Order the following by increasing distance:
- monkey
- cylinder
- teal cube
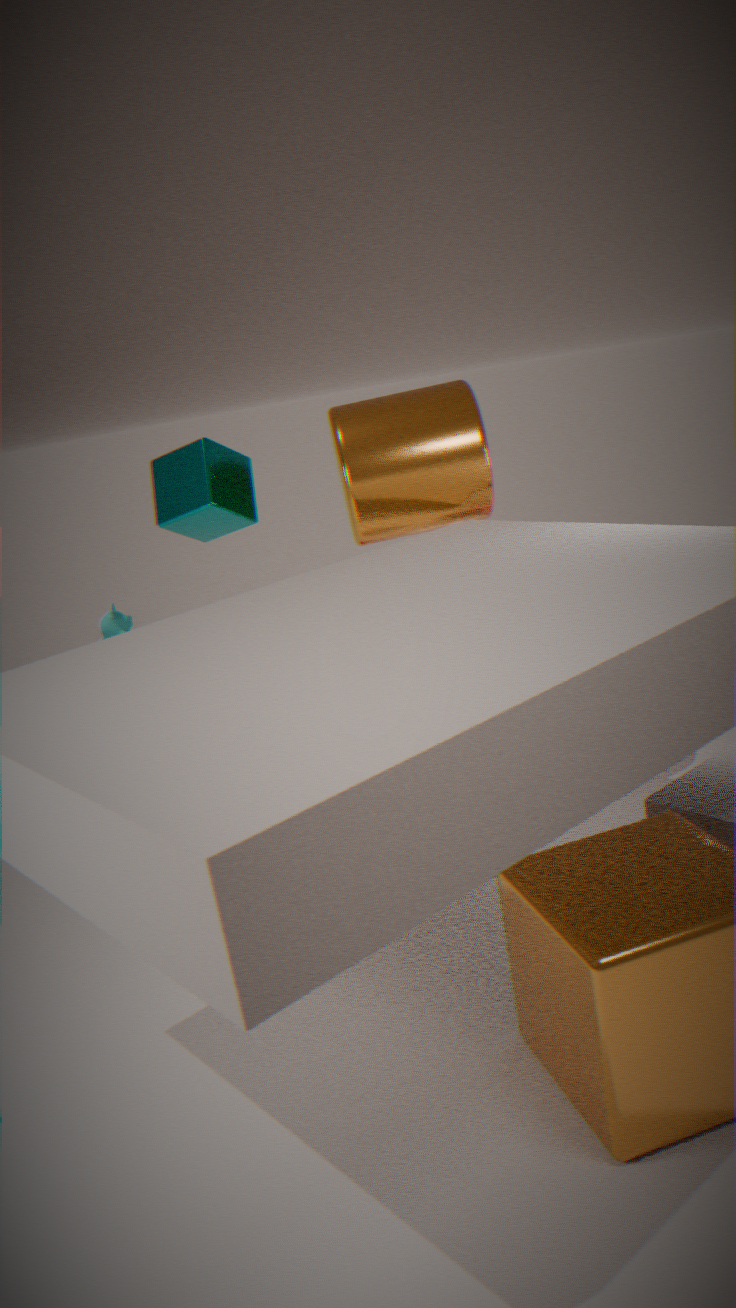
teal cube, cylinder, monkey
